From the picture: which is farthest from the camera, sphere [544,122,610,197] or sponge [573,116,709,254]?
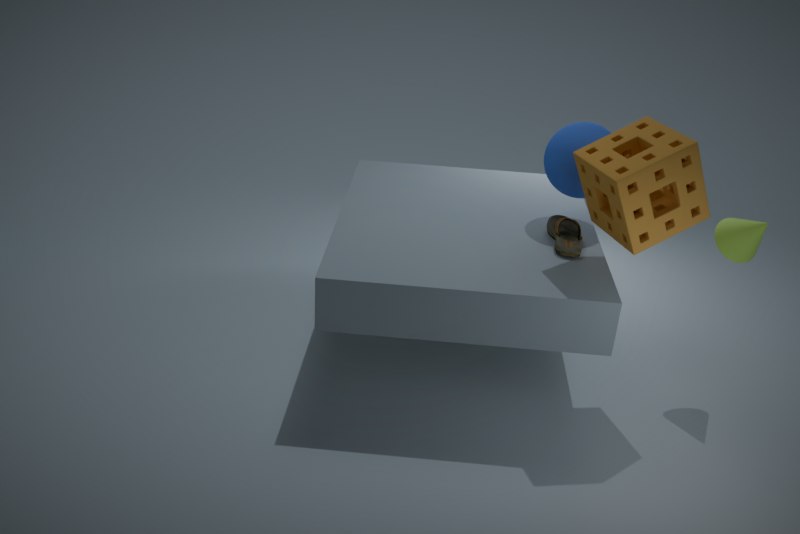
sphere [544,122,610,197]
